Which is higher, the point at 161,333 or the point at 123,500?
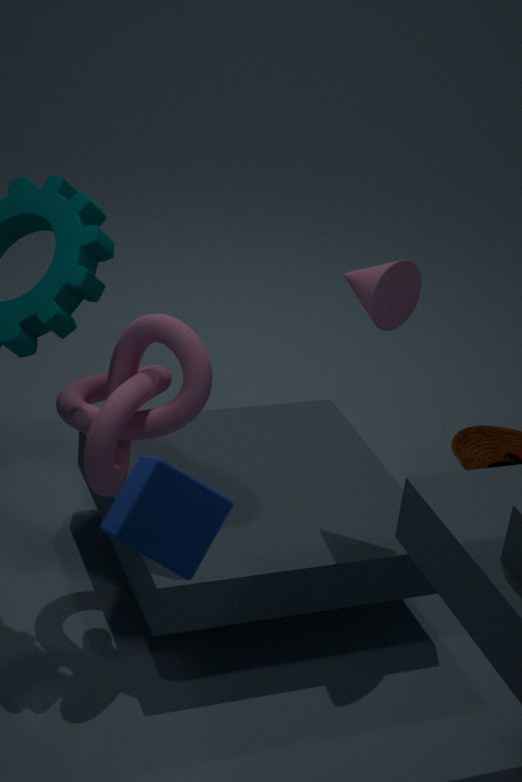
the point at 123,500
